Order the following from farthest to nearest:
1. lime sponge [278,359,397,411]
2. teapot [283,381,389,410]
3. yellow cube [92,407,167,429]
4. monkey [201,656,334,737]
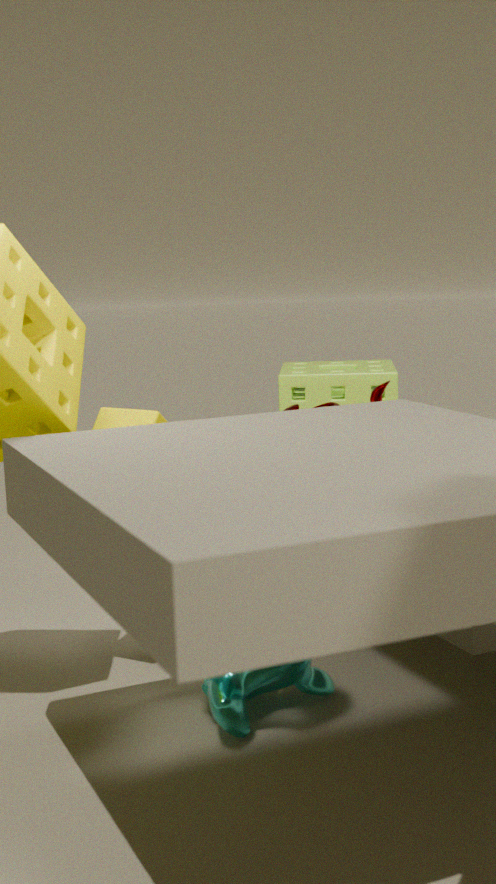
lime sponge [278,359,397,411]
teapot [283,381,389,410]
yellow cube [92,407,167,429]
monkey [201,656,334,737]
